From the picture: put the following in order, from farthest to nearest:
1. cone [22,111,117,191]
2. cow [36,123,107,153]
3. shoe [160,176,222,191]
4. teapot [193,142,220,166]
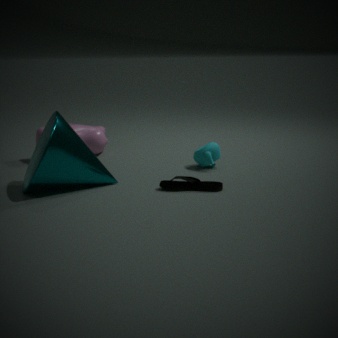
cow [36,123,107,153] → teapot [193,142,220,166] → shoe [160,176,222,191] → cone [22,111,117,191]
